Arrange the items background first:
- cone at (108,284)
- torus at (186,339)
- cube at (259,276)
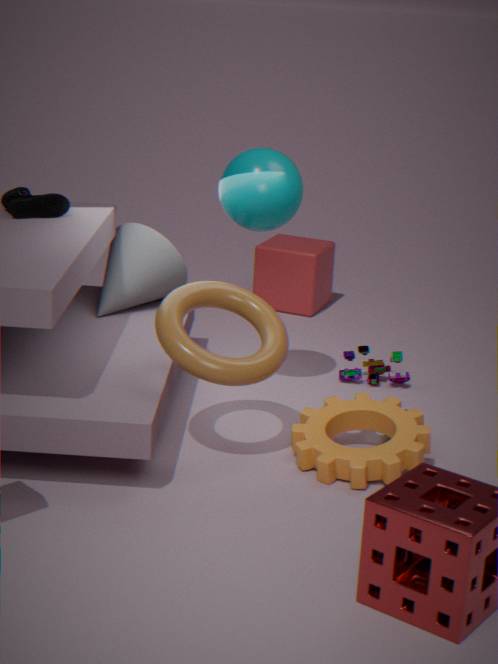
cube at (259,276)
cone at (108,284)
torus at (186,339)
